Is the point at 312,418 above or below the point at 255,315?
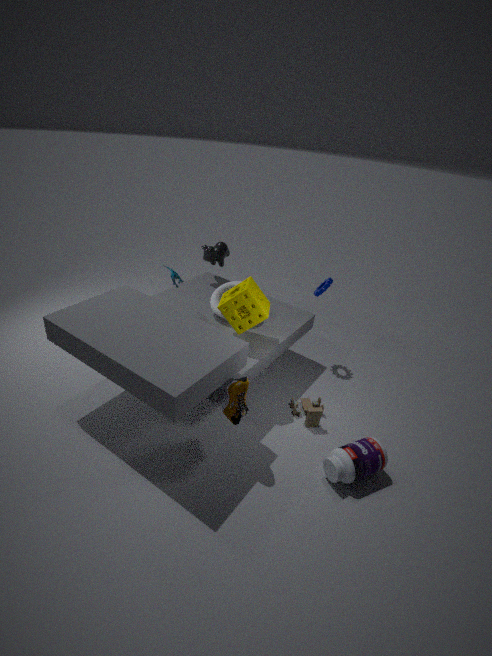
below
